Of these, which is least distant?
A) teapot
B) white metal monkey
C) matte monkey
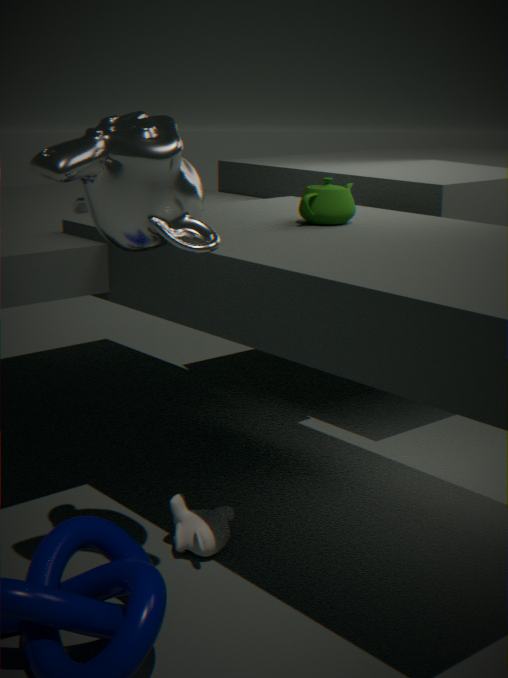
white metal monkey
